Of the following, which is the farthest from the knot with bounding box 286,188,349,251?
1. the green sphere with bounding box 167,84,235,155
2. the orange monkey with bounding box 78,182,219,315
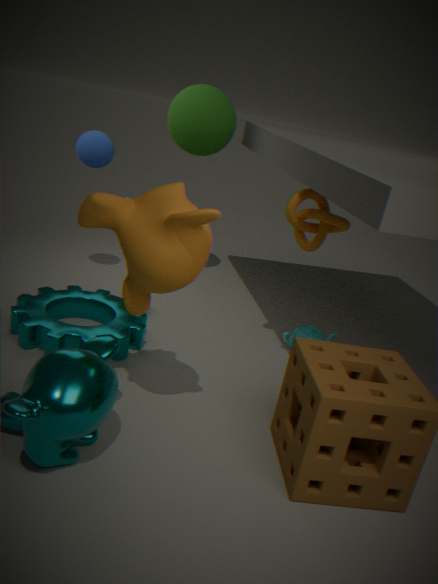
the green sphere with bounding box 167,84,235,155
